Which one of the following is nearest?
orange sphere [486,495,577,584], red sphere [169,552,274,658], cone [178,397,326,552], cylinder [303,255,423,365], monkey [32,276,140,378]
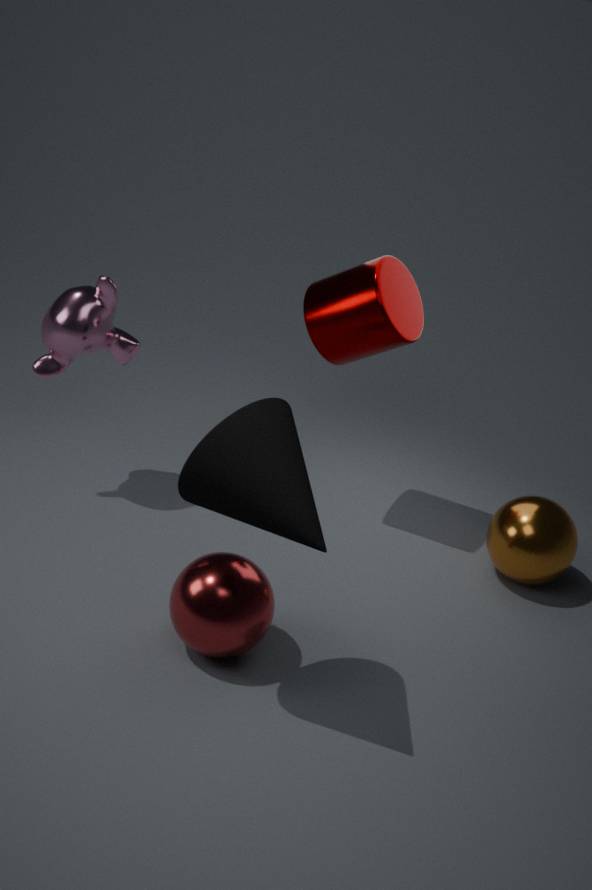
cone [178,397,326,552]
